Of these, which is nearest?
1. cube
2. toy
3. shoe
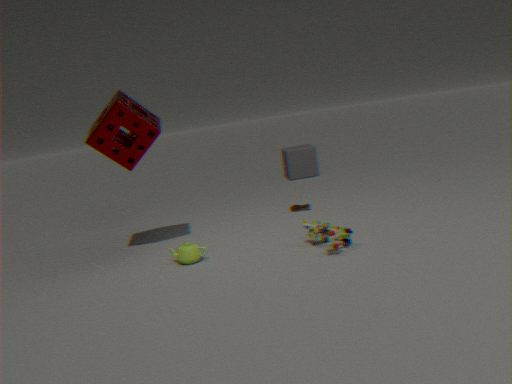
toy
